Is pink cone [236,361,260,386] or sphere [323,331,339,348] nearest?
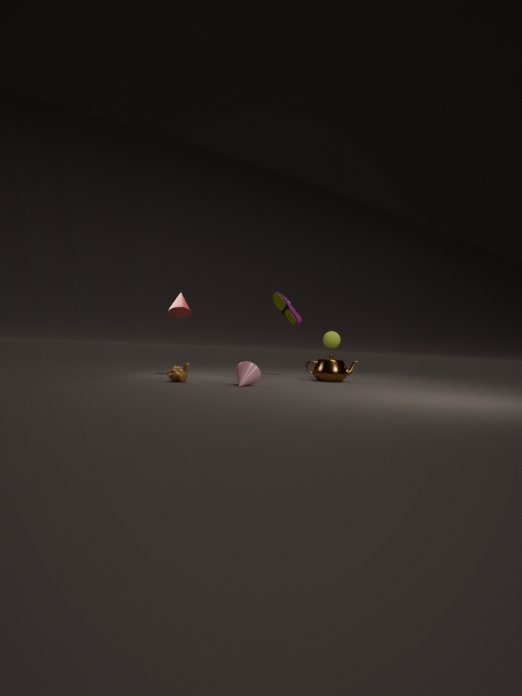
pink cone [236,361,260,386]
